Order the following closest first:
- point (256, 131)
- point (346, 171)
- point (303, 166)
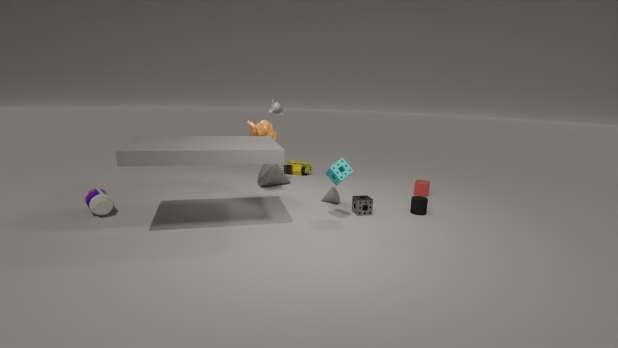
1. point (346, 171)
2. point (256, 131)
3. point (303, 166)
